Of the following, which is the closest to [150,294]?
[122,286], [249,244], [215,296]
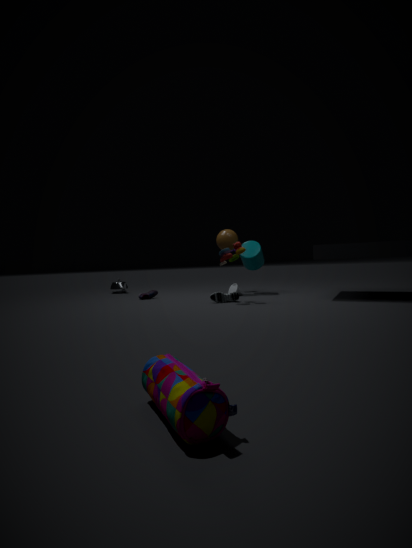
[215,296]
